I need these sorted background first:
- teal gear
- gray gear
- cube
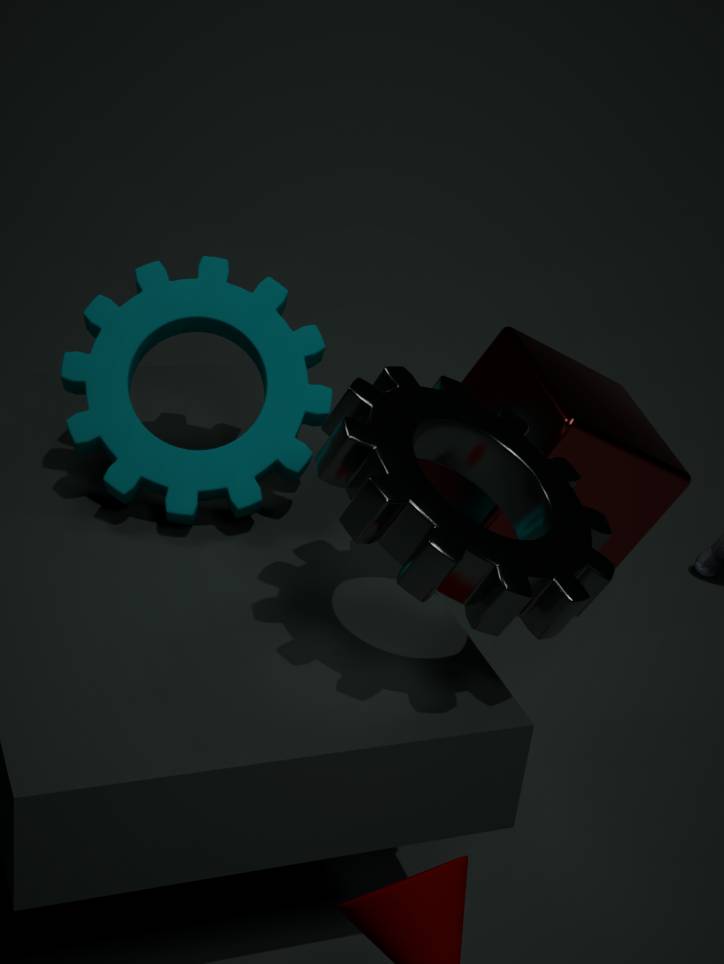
teal gear → cube → gray gear
